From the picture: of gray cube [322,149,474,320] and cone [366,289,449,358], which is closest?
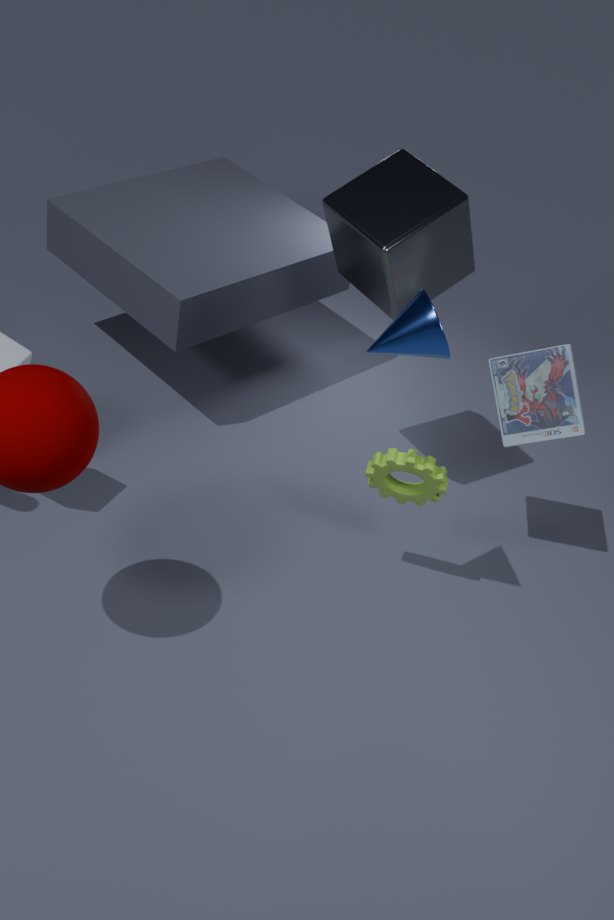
cone [366,289,449,358]
